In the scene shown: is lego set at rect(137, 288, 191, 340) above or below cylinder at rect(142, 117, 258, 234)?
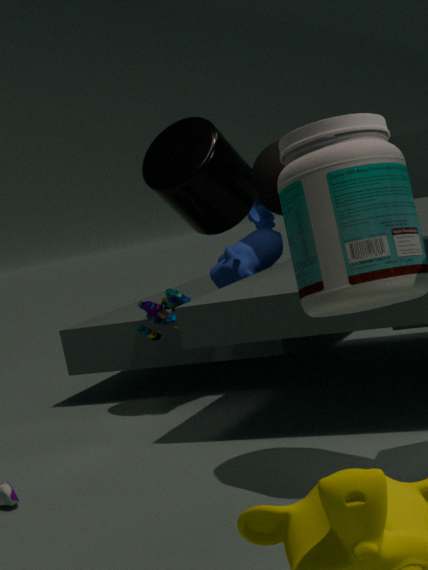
below
